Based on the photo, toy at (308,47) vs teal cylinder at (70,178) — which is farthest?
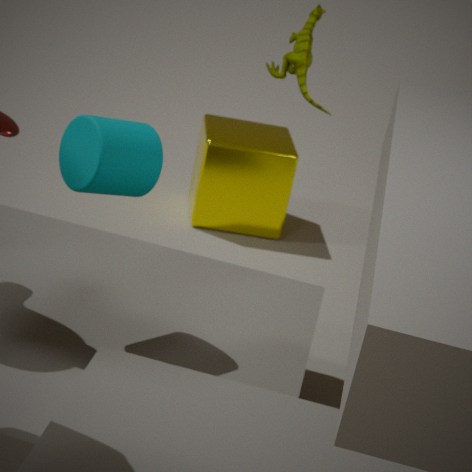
toy at (308,47)
